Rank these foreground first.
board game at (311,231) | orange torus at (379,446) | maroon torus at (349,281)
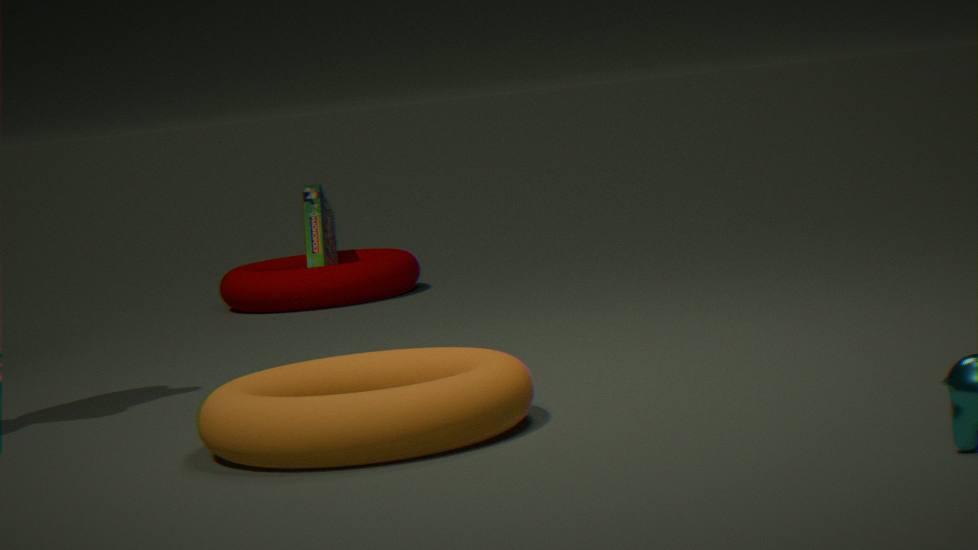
orange torus at (379,446)
maroon torus at (349,281)
board game at (311,231)
